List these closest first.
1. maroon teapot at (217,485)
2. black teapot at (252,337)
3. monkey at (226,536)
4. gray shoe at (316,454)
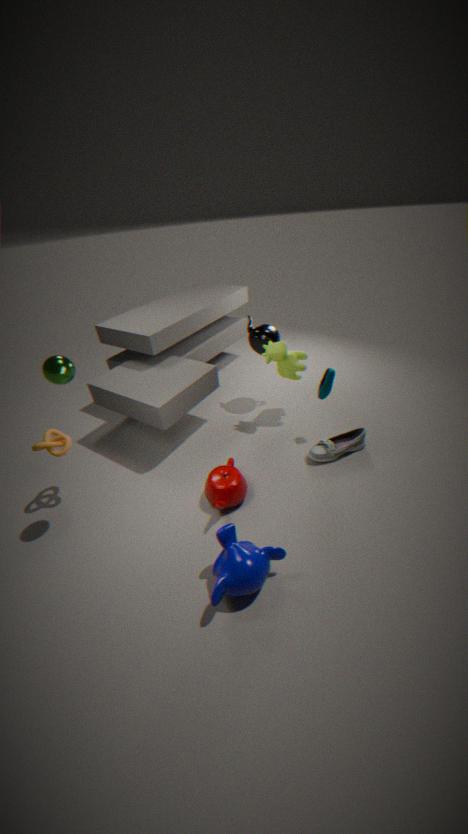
monkey at (226,536)
maroon teapot at (217,485)
gray shoe at (316,454)
black teapot at (252,337)
